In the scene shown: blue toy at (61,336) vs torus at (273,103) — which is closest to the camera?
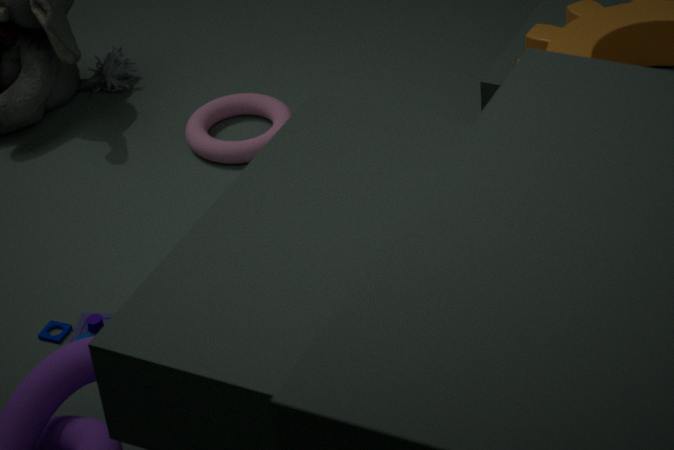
blue toy at (61,336)
